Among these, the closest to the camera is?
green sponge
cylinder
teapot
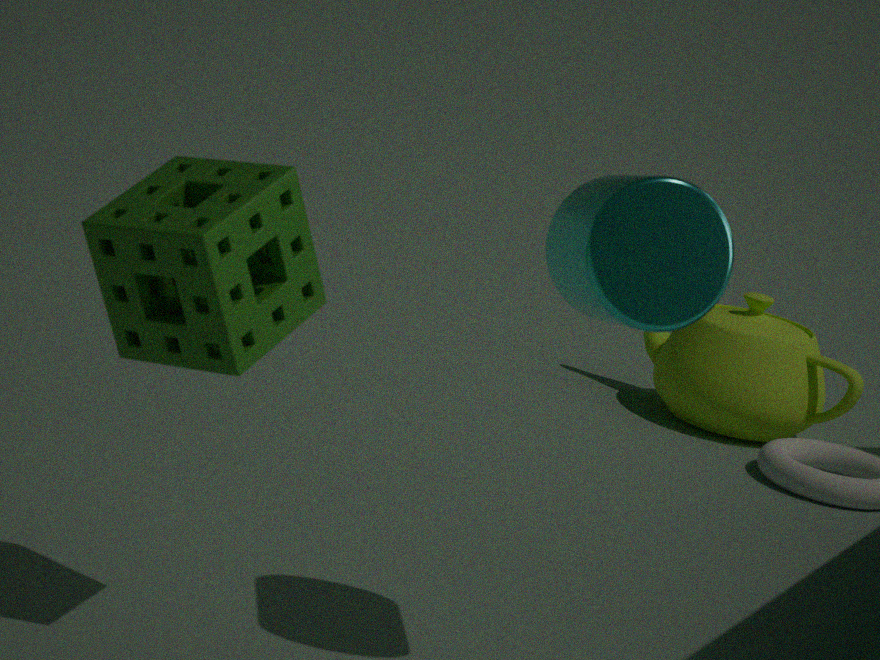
green sponge
